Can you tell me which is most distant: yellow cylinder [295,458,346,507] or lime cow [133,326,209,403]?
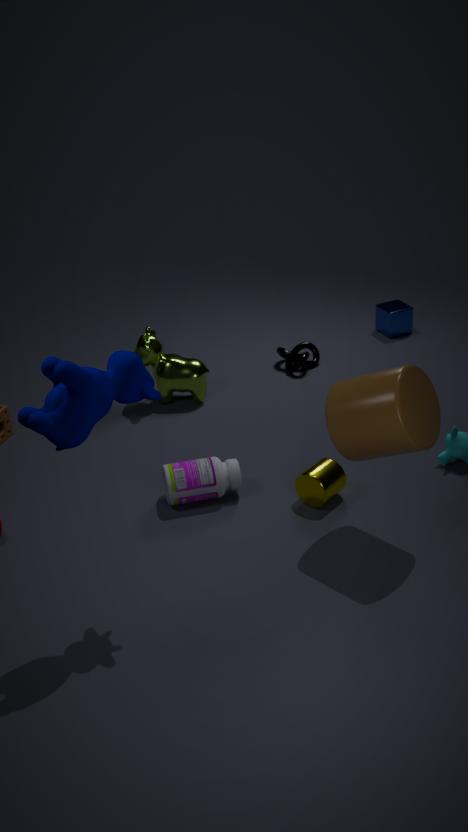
lime cow [133,326,209,403]
